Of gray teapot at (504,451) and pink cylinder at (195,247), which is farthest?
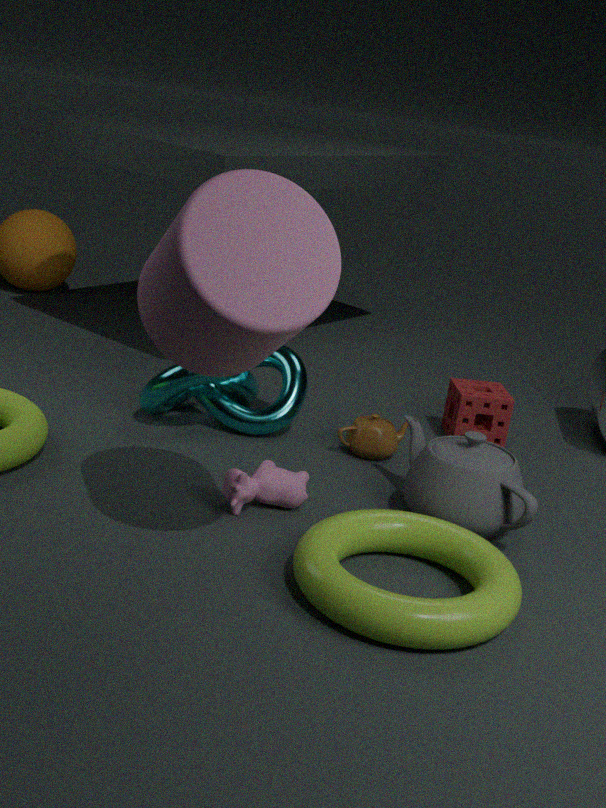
gray teapot at (504,451)
